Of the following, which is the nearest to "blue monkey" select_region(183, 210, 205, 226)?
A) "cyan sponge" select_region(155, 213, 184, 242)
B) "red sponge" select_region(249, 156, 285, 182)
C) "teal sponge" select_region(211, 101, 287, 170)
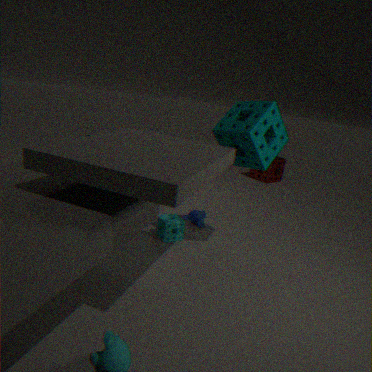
"cyan sponge" select_region(155, 213, 184, 242)
